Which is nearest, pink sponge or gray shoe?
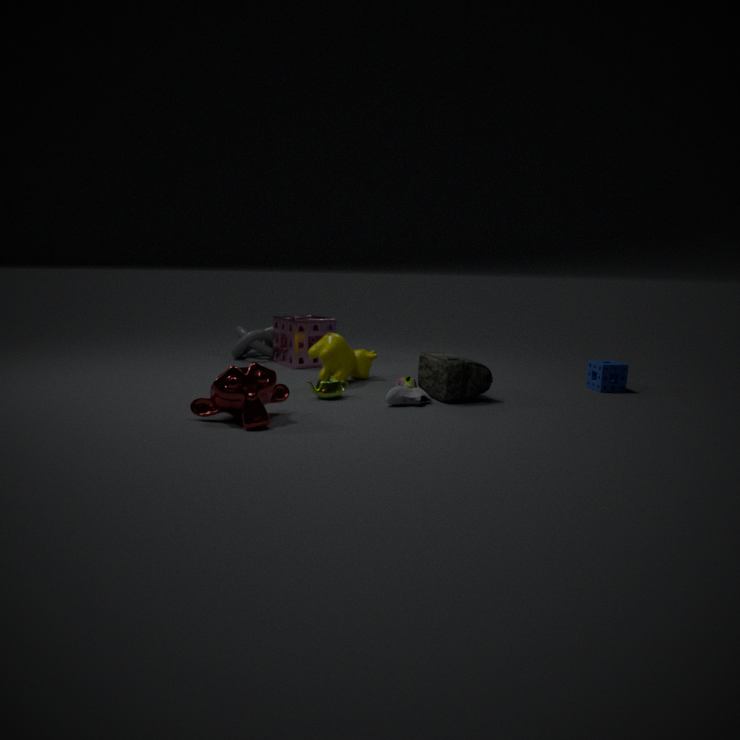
gray shoe
